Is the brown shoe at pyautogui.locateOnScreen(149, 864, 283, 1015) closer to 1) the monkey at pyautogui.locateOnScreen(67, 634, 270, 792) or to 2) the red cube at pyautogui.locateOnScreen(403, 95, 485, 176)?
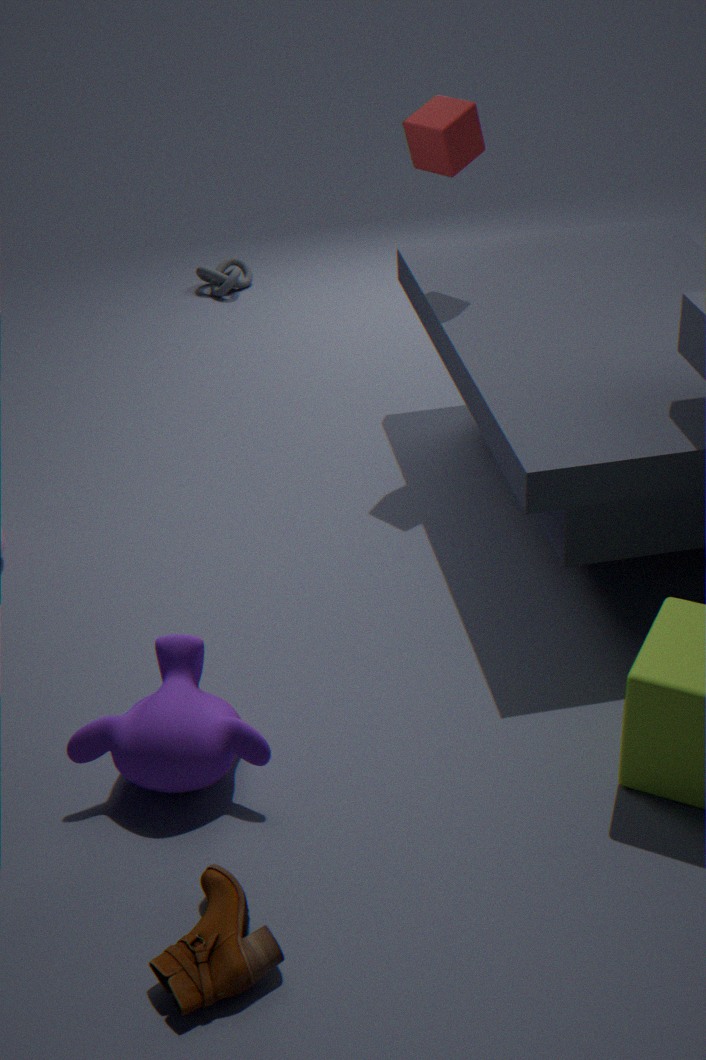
1) the monkey at pyautogui.locateOnScreen(67, 634, 270, 792)
